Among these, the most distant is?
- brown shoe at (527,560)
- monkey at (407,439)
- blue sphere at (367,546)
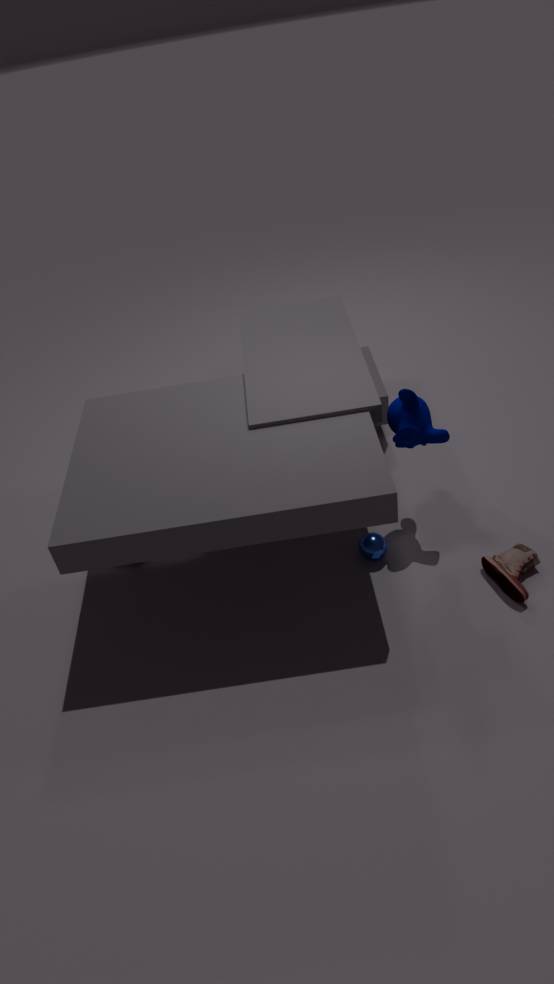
blue sphere at (367,546)
